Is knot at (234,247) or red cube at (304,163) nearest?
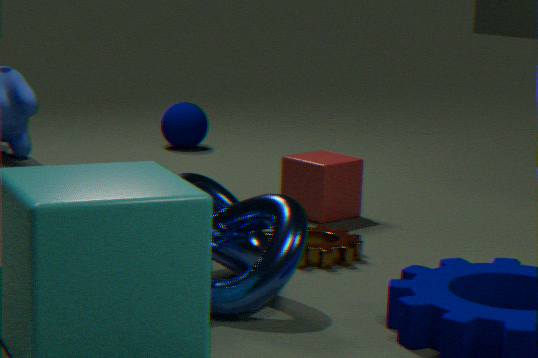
knot at (234,247)
